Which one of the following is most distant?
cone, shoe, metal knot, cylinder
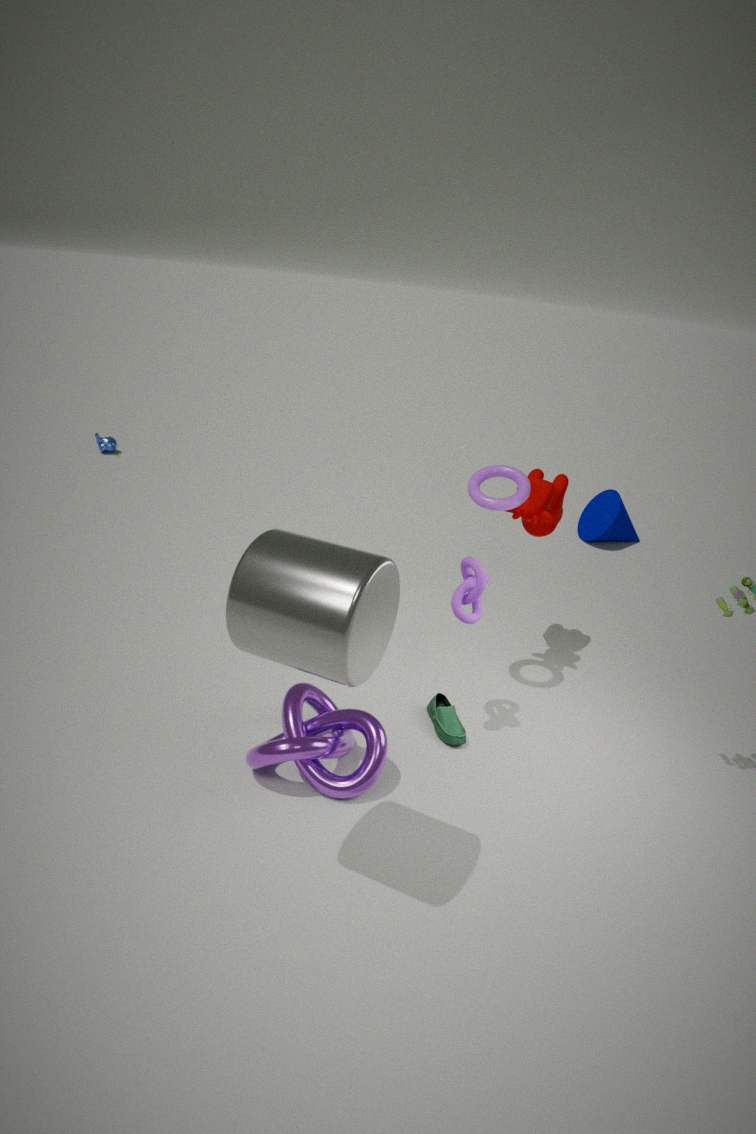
cone
